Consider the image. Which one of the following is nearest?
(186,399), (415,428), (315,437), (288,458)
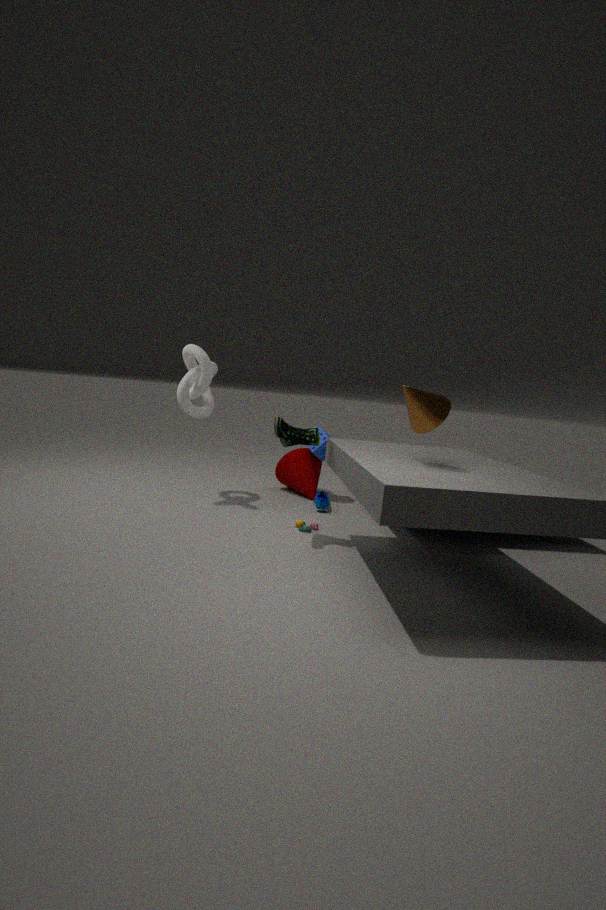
(415,428)
